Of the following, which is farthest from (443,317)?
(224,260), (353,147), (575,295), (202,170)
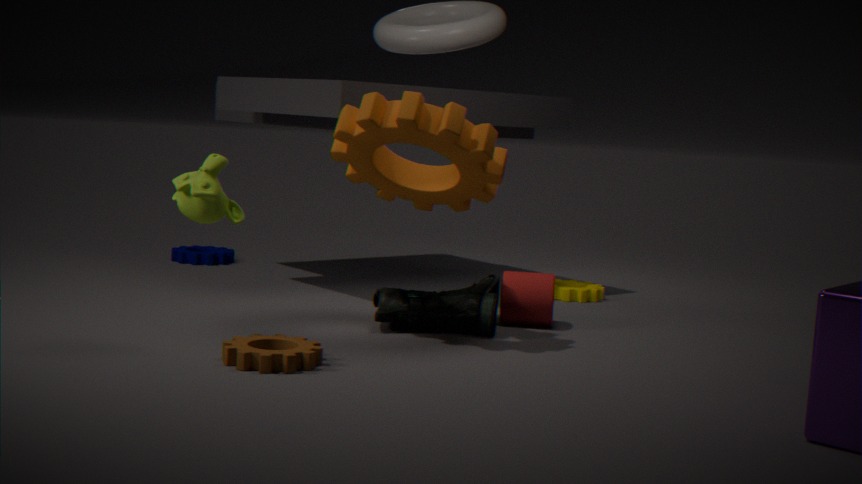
(224,260)
